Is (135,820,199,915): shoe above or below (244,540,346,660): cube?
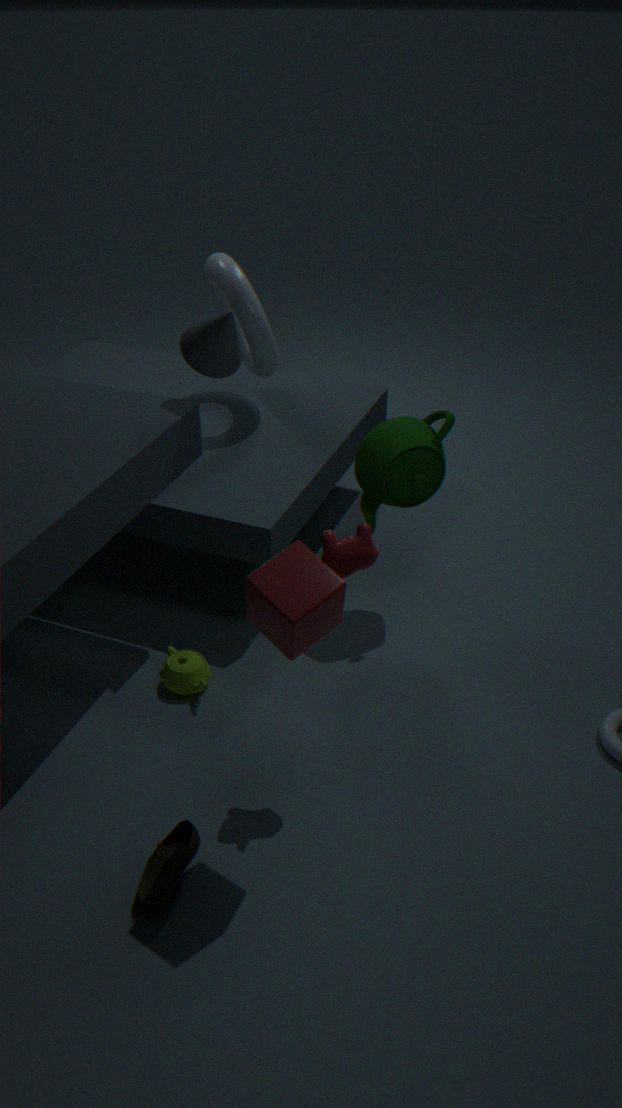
below
